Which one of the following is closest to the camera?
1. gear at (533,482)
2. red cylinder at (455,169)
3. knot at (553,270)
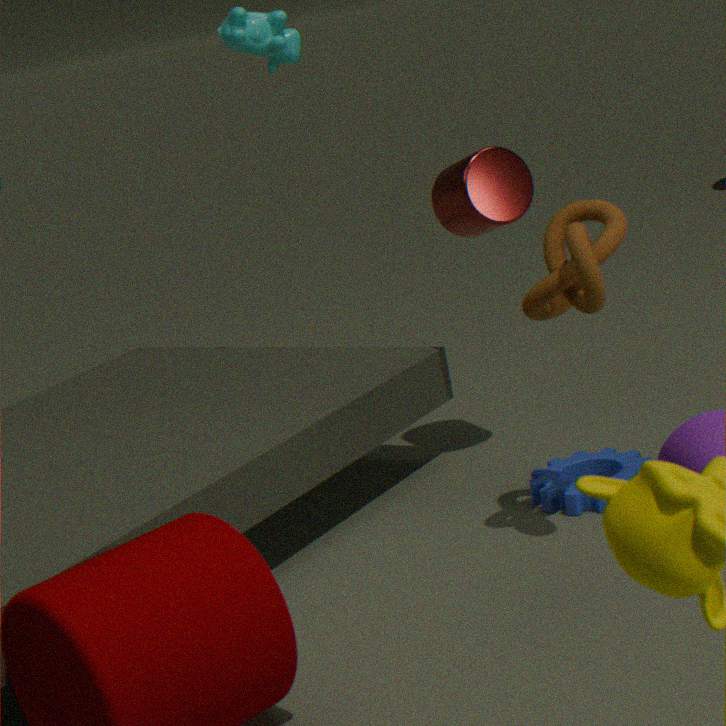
knot at (553,270)
